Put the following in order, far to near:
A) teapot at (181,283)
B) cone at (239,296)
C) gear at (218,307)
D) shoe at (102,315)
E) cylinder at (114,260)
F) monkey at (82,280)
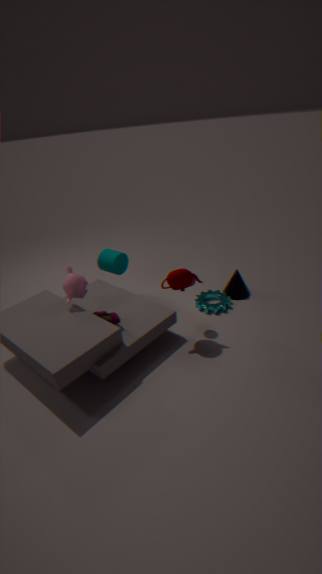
cone at (239,296)
cylinder at (114,260)
gear at (218,307)
monkey at (82,280)
shoe at (102,315)
teapot at (181,283)
